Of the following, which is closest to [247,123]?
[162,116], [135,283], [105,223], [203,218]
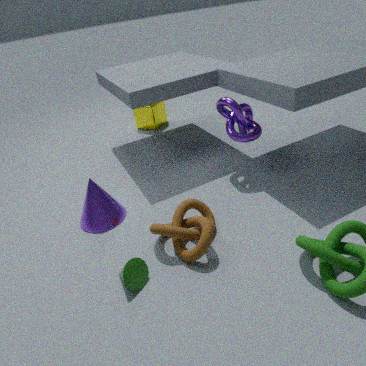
[203,218]
